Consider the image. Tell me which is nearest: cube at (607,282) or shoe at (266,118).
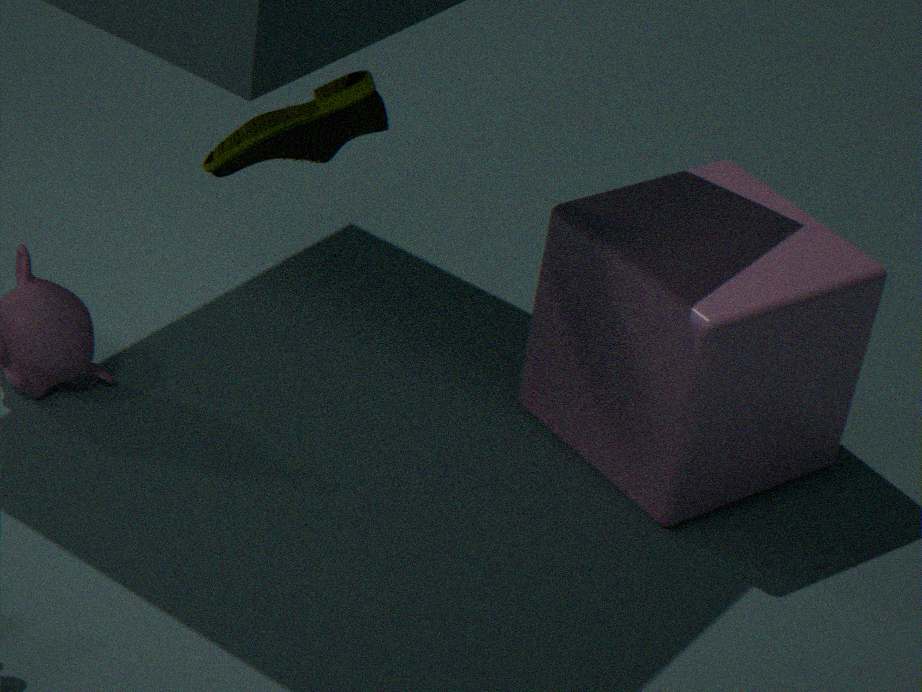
cube at (607,282)
